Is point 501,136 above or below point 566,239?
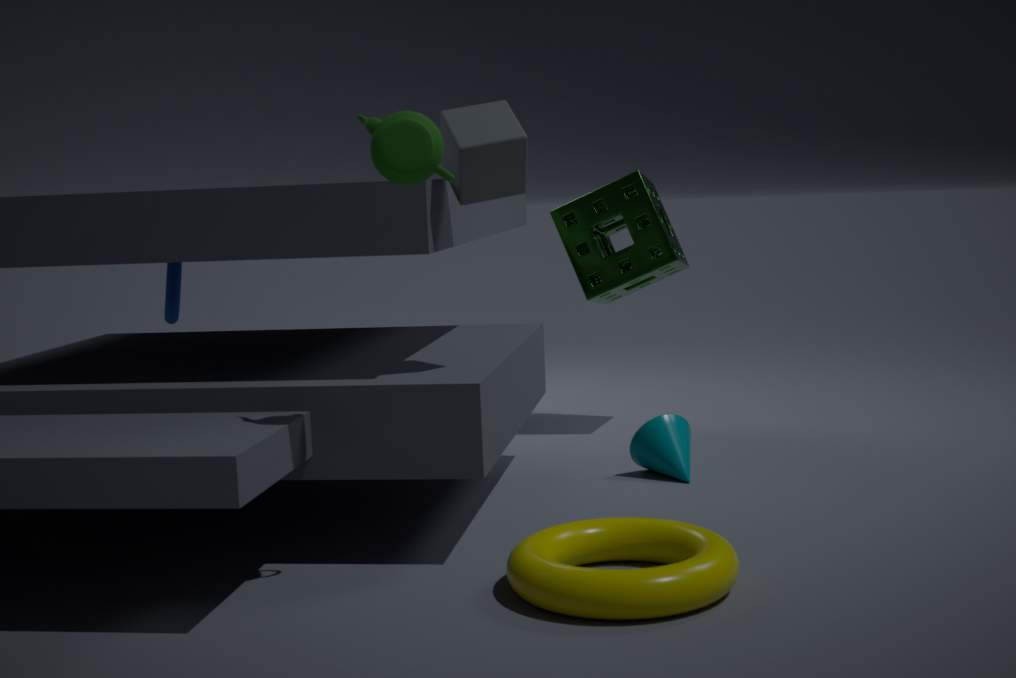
above
